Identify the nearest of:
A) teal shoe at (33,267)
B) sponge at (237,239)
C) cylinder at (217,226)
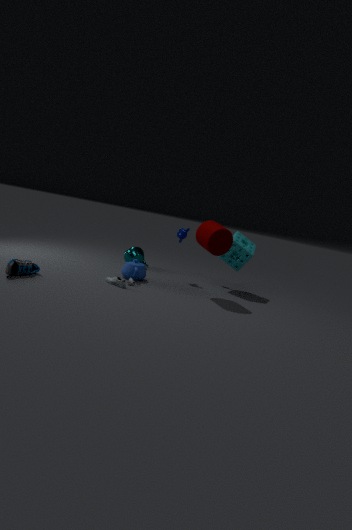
teal shoe at (33,267)
